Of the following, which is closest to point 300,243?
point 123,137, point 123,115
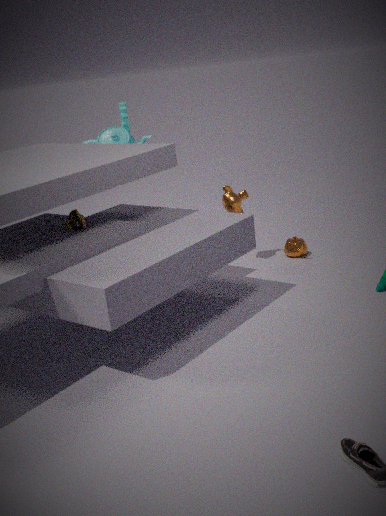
point 123,137
